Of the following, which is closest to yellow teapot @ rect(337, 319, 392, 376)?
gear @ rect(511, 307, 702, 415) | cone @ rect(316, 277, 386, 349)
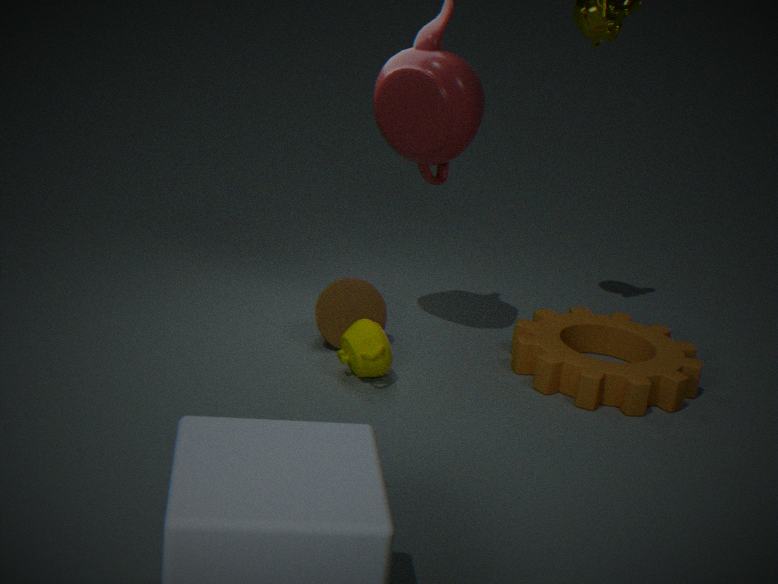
cone @ rect(316, 277, 386, 349)
